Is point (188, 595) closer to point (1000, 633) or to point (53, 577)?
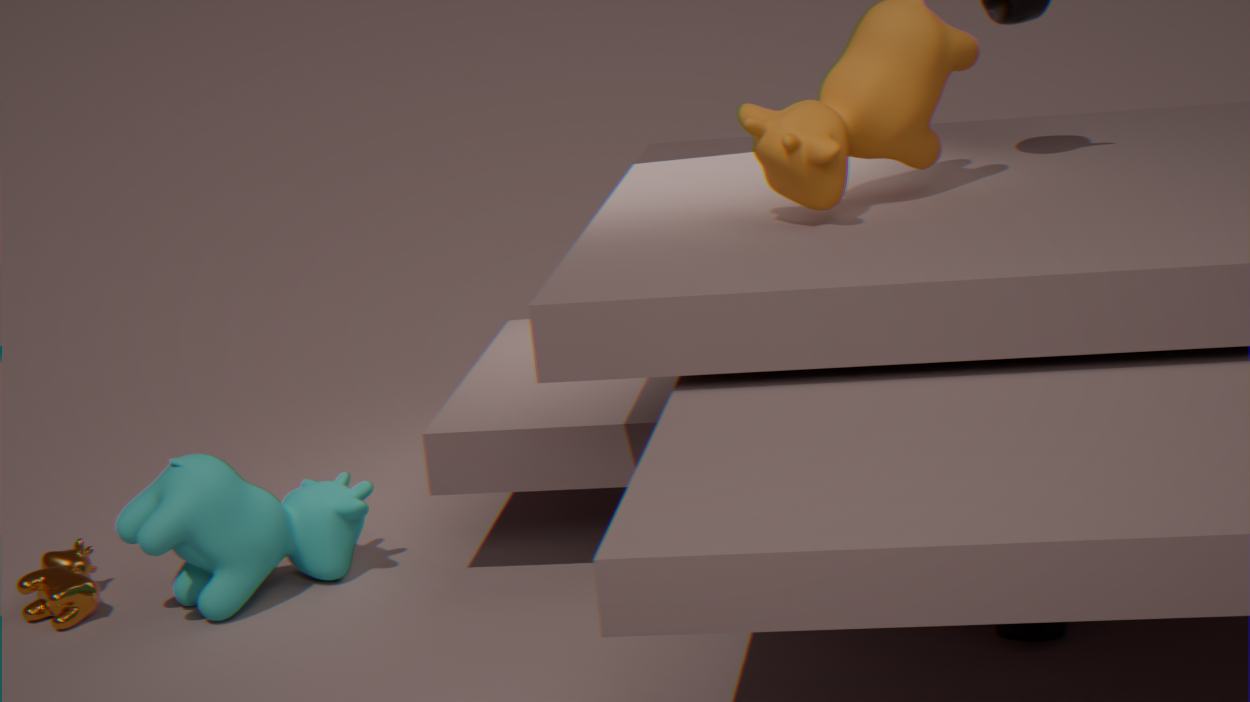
point (53, 577)
